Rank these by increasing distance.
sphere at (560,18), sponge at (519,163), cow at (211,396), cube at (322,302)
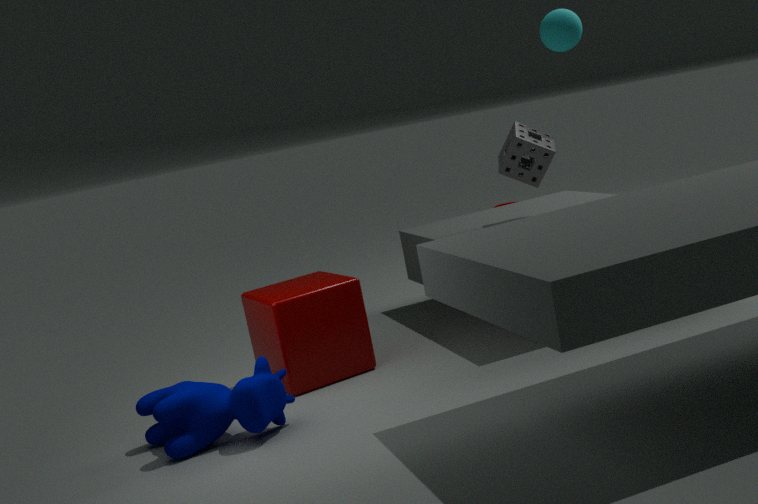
cow at (211,396) → cube at (322,302) → sponge at (519,163) → sphere at (560,18)
